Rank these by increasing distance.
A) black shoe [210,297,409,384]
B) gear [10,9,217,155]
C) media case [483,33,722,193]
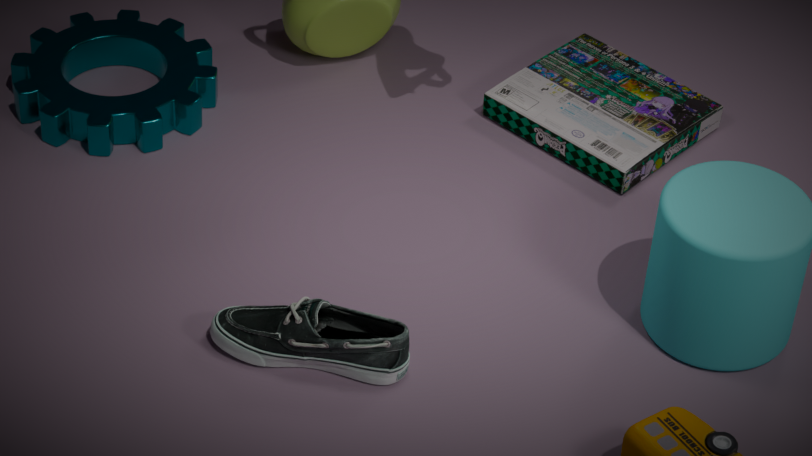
black shoe [210,297,409,384] → gear [10,9,217,155] → media case [483,33,722,193]
